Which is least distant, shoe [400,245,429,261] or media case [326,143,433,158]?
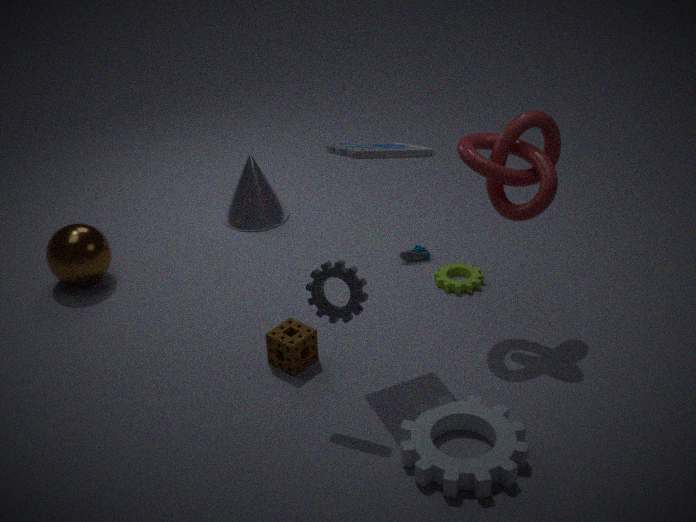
media case [326,143,433,158]
